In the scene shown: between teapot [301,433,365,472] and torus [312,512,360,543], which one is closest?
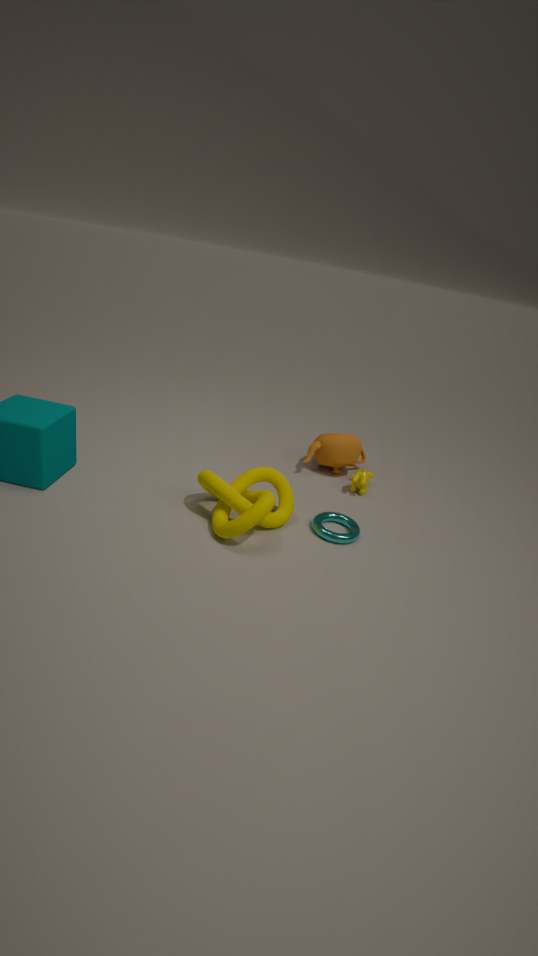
torus [312,512,360,543]
